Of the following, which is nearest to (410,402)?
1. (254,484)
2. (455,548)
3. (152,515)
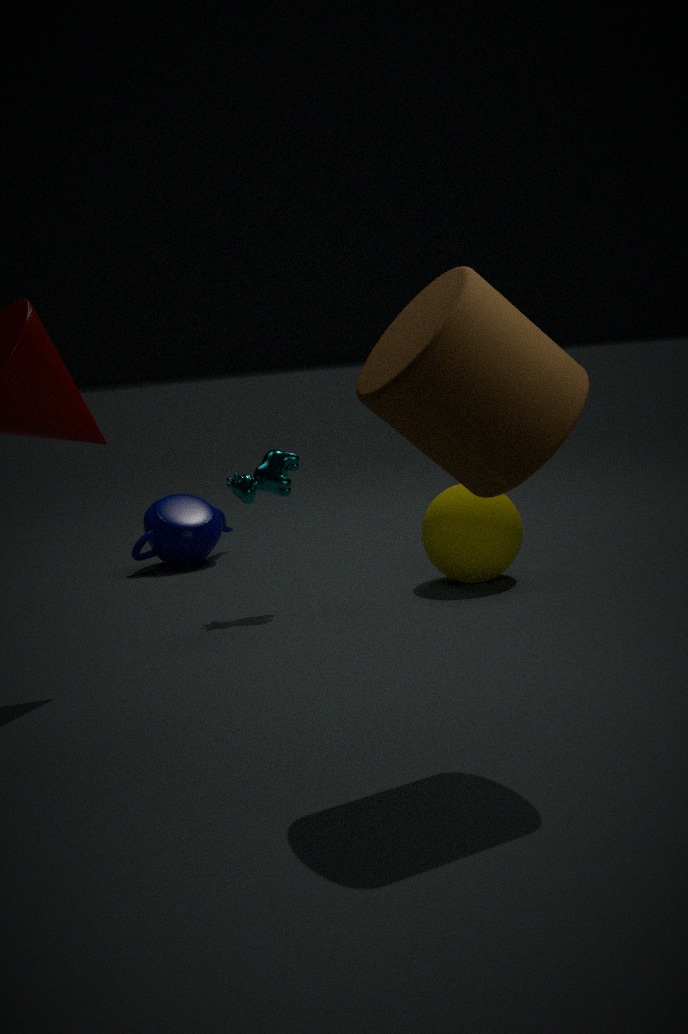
(254,484)
